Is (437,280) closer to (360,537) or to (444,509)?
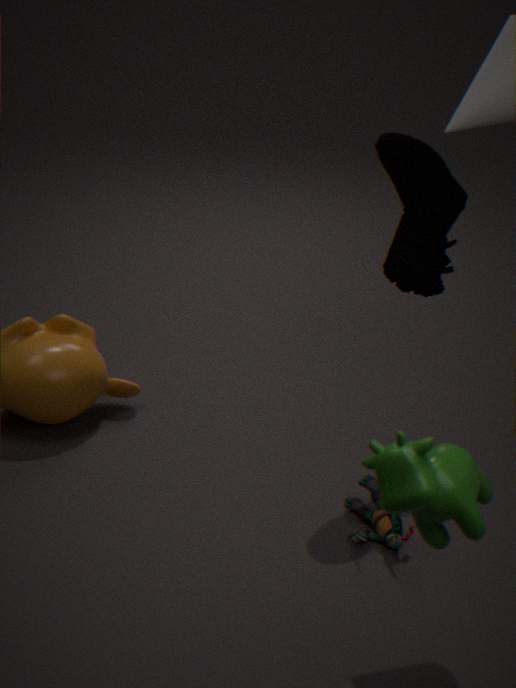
(360,537)
